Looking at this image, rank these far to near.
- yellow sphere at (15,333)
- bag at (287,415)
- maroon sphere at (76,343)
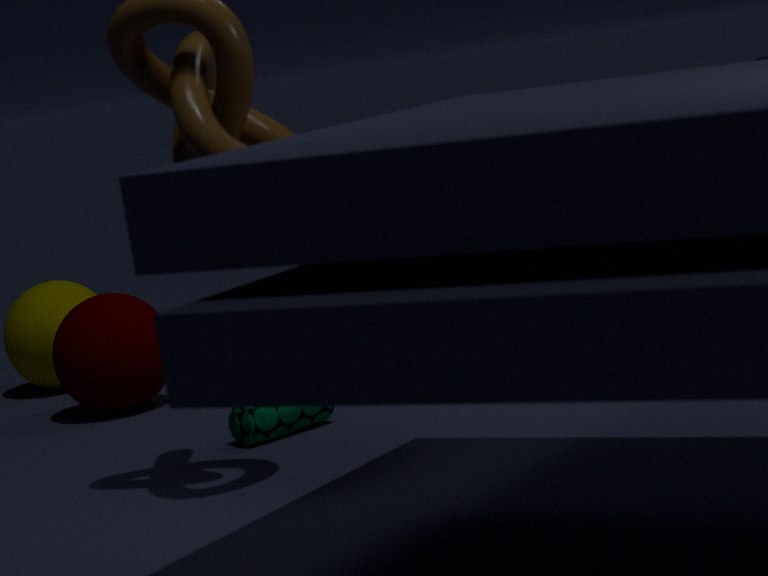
yellow sphere at (15,333)
maroon sphere at (76,343)
bag at (287,415)
